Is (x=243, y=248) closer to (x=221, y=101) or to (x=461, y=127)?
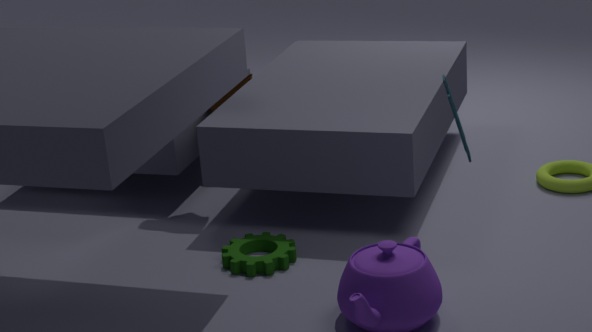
(x=221, y=101)
